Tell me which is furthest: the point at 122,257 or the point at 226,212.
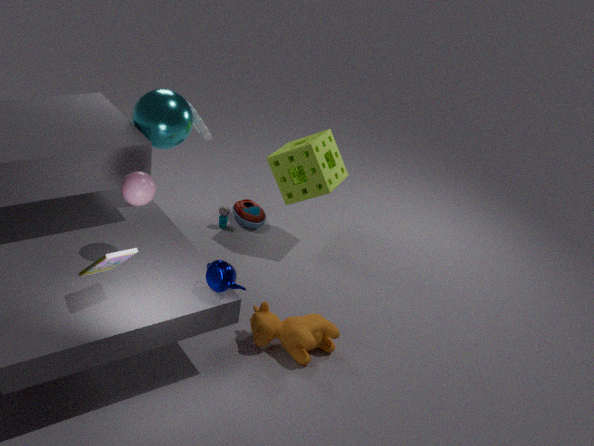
the point at 226,212
